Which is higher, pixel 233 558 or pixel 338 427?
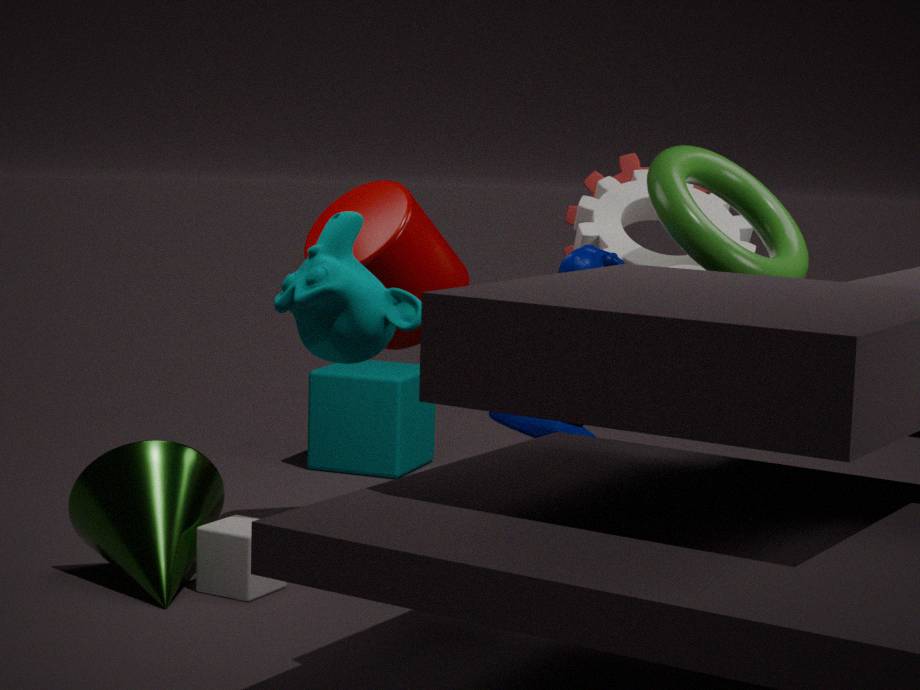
pixel 338 427
